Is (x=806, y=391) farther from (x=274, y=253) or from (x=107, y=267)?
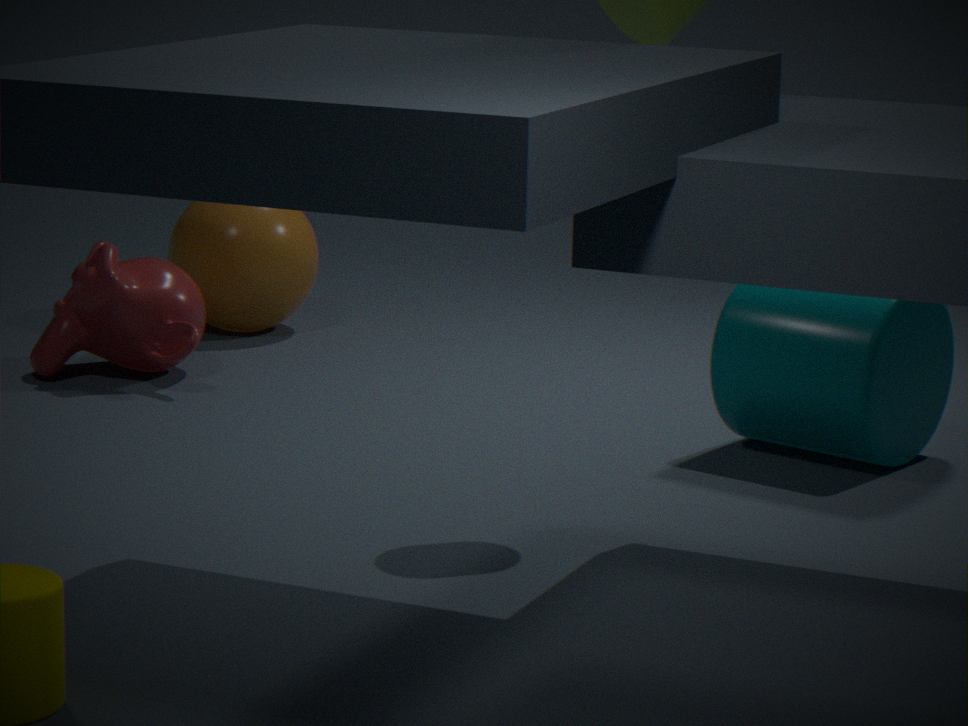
(x=274, y=253)
